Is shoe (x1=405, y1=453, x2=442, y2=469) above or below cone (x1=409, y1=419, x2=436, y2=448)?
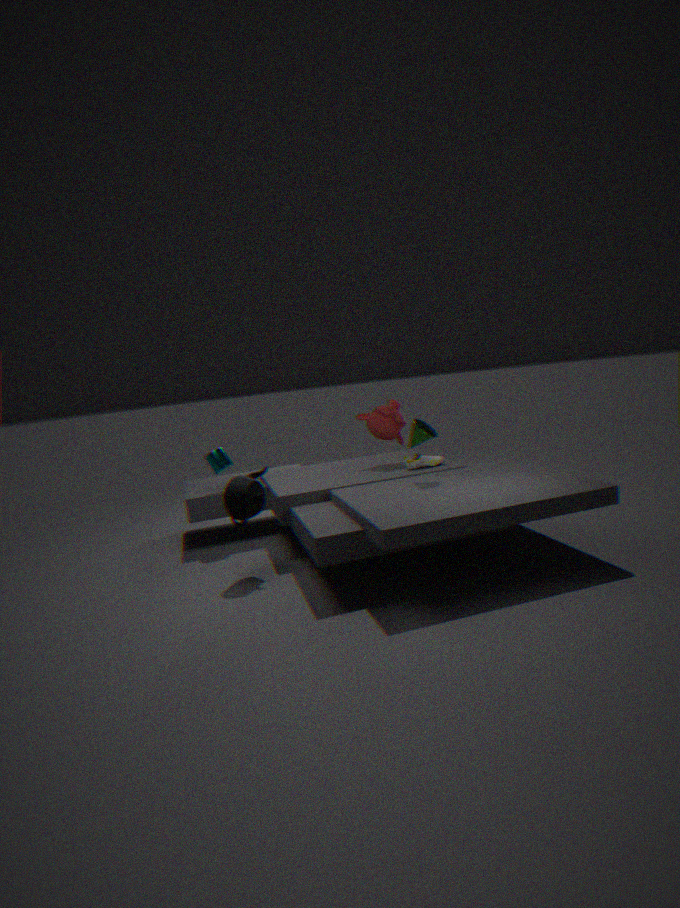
below
